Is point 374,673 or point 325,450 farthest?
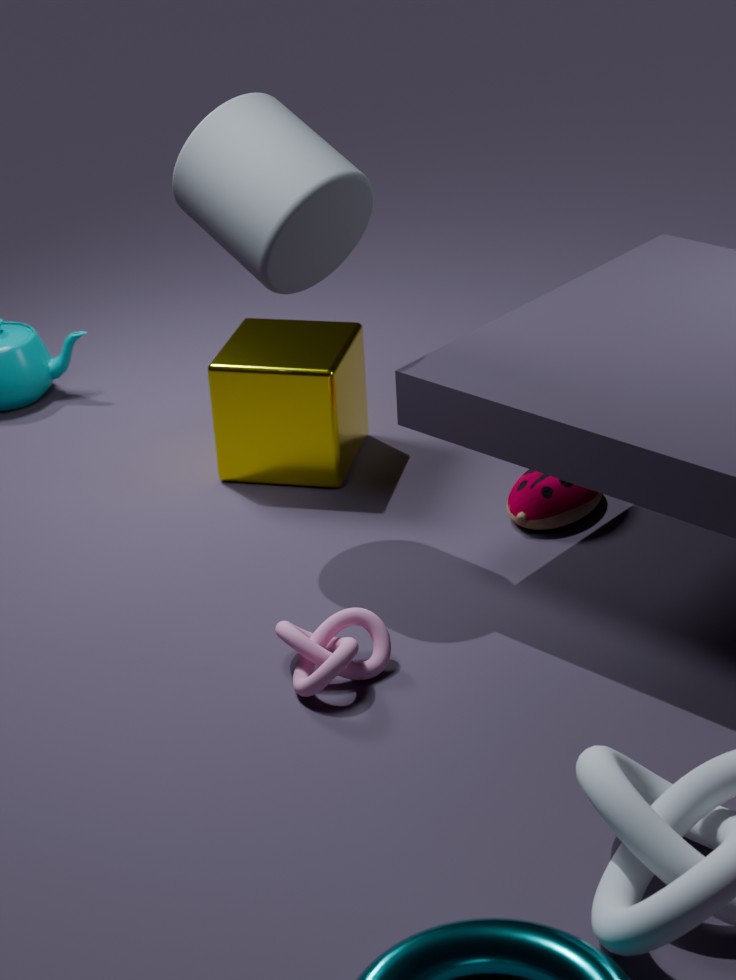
point 325,450
